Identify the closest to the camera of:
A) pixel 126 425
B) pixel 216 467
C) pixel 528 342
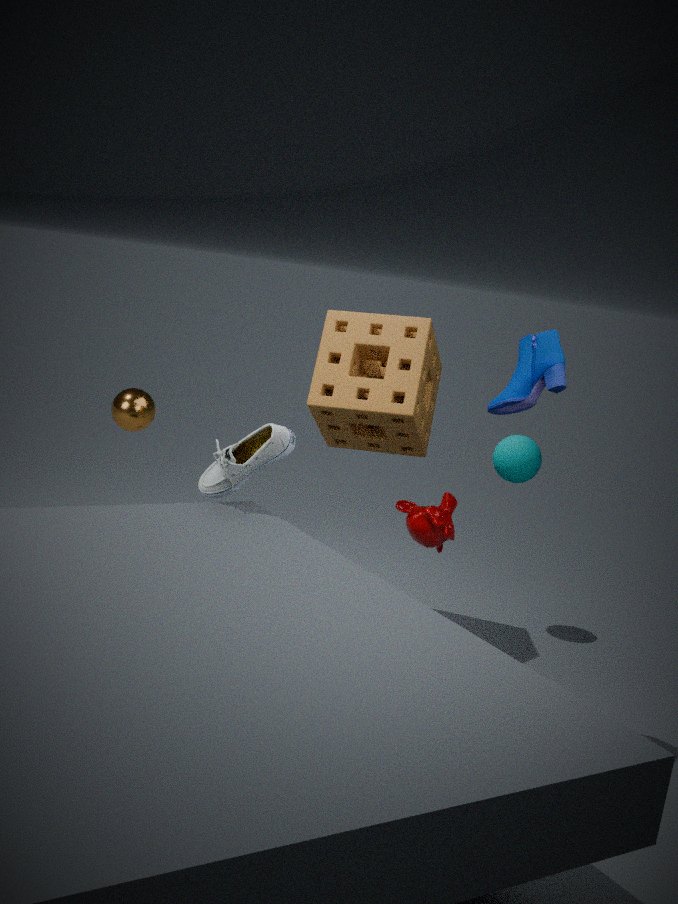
pixel 528 342
